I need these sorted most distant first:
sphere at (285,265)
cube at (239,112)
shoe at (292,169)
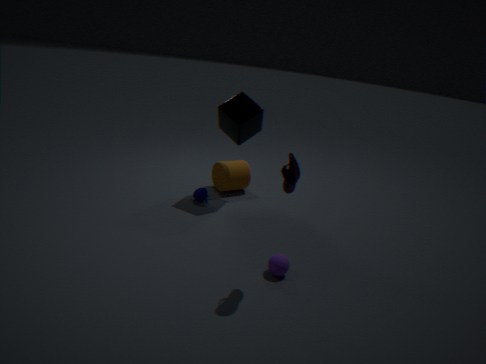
1. cube at (239,112)
2. sphere at (285,265)
3. shoe at (292,169)
